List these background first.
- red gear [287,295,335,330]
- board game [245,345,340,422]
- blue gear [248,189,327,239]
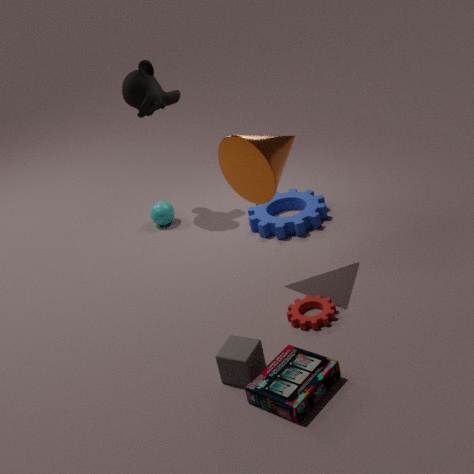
blue gear [248,189,327,239]
red gear [287,295,335,330]
board game [245,345,340,422]
